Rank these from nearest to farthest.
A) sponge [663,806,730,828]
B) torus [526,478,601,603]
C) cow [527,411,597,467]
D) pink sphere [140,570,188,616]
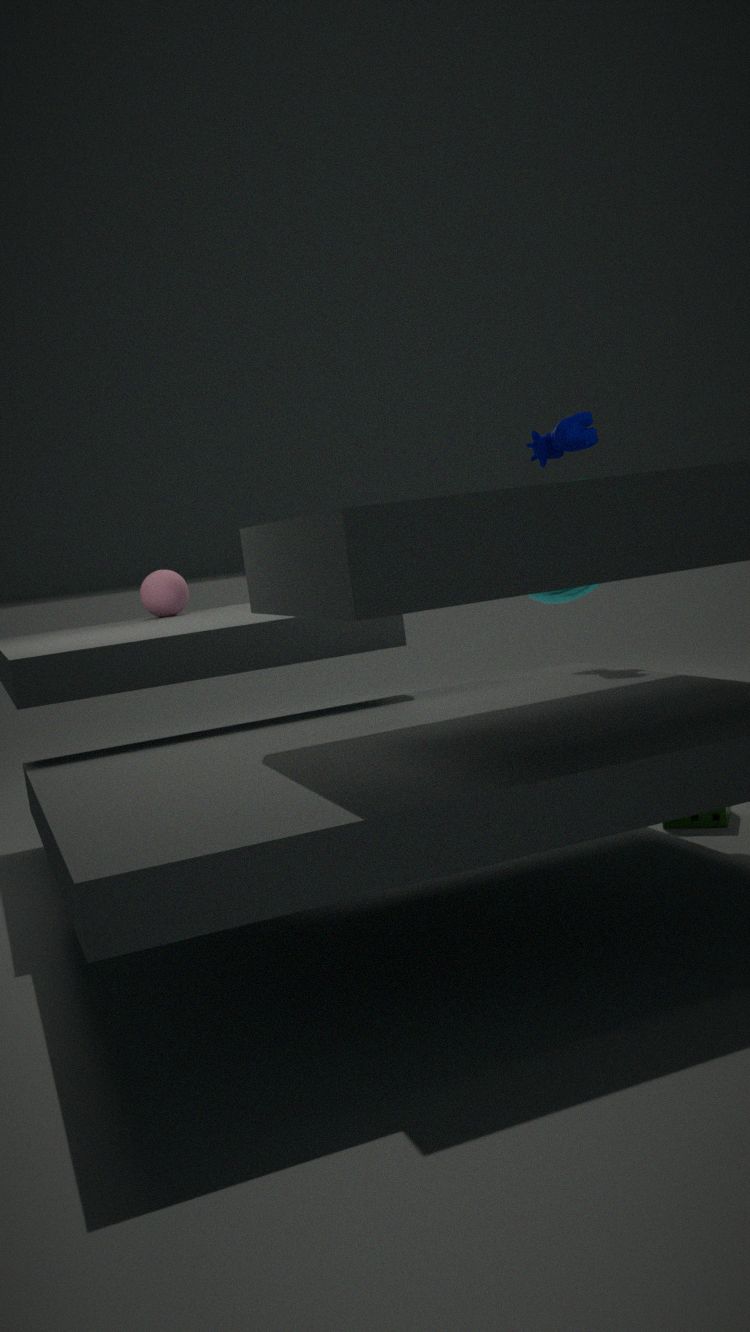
sponge [663,806,730,828] < cow [527,411,597,467] < pink sphere [140,570,188,616] < torus [526,478,601,603]
